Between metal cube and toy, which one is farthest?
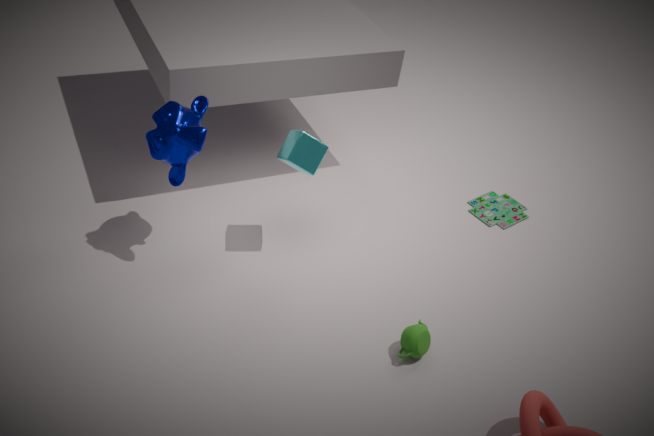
toy
